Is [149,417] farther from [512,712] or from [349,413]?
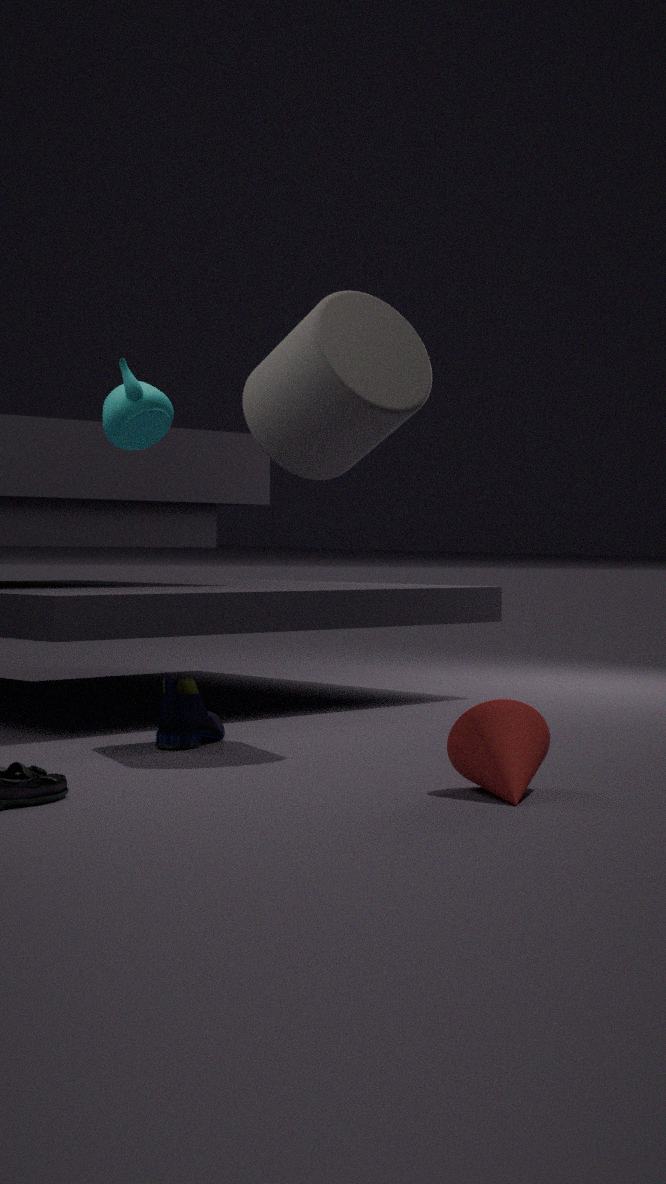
[512,712]
